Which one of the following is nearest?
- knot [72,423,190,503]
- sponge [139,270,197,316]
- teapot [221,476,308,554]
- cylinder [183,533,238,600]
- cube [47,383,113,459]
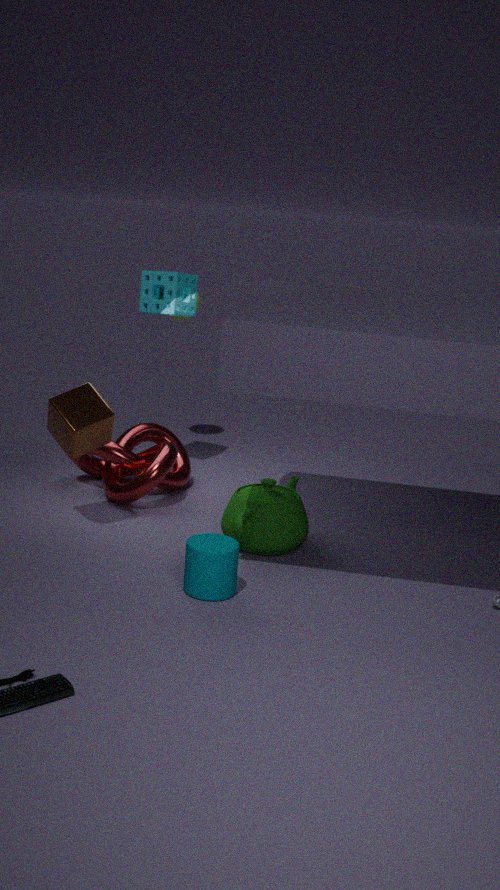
cylinder [183,533,238,600]
